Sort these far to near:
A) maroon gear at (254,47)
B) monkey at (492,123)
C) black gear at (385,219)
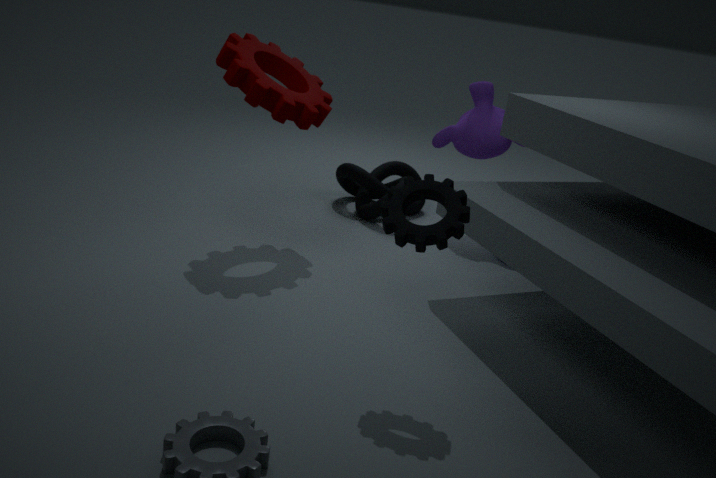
monkey at (492,123) < maroon gear at (254,47) < black gear at (385,219)
